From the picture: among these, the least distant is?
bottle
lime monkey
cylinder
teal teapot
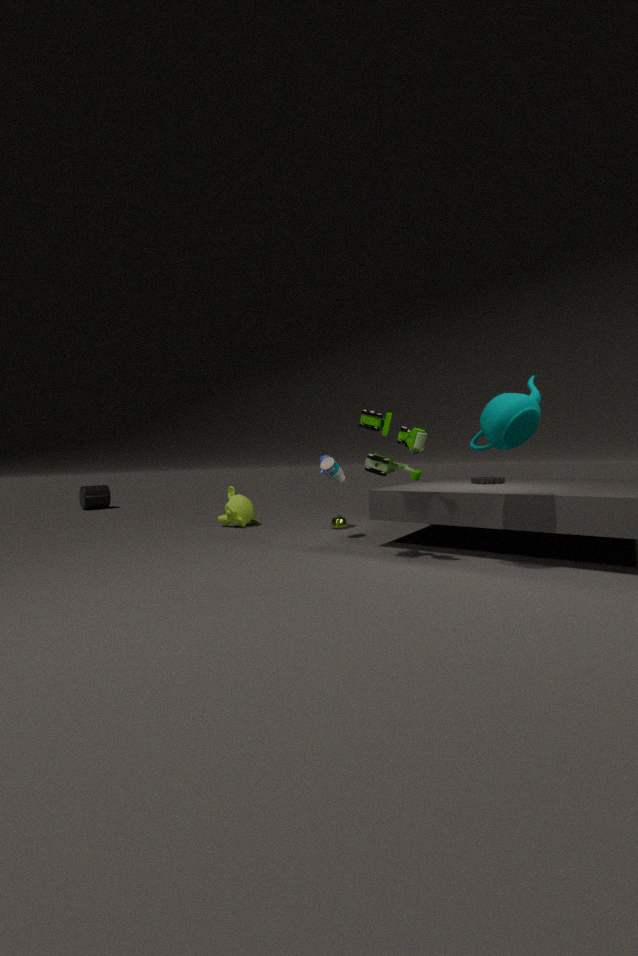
teal teapot
